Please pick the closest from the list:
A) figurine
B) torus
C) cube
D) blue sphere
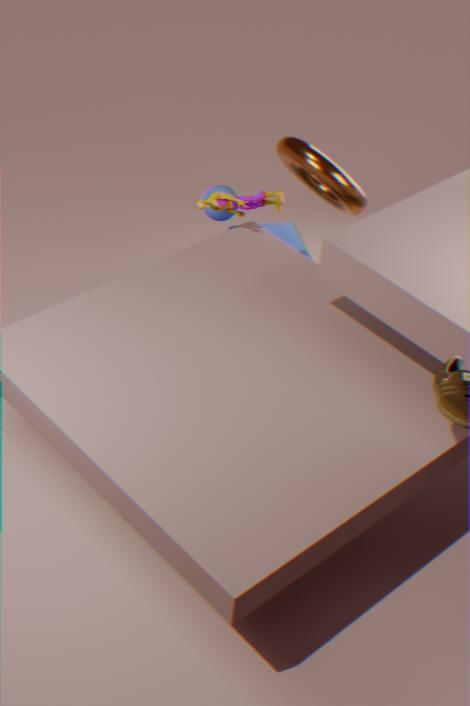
torus
